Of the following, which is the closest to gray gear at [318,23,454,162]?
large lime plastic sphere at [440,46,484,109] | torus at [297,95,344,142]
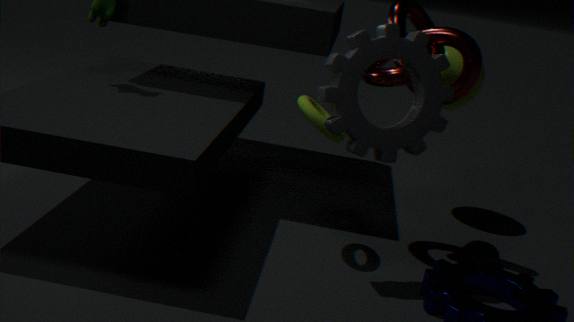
torus at [297,95,344,142]
